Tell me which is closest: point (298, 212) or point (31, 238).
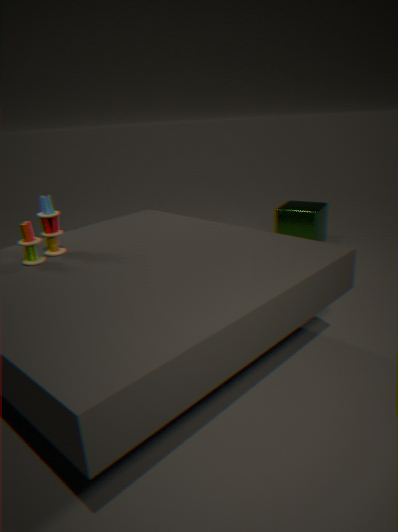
point (31, 238)
